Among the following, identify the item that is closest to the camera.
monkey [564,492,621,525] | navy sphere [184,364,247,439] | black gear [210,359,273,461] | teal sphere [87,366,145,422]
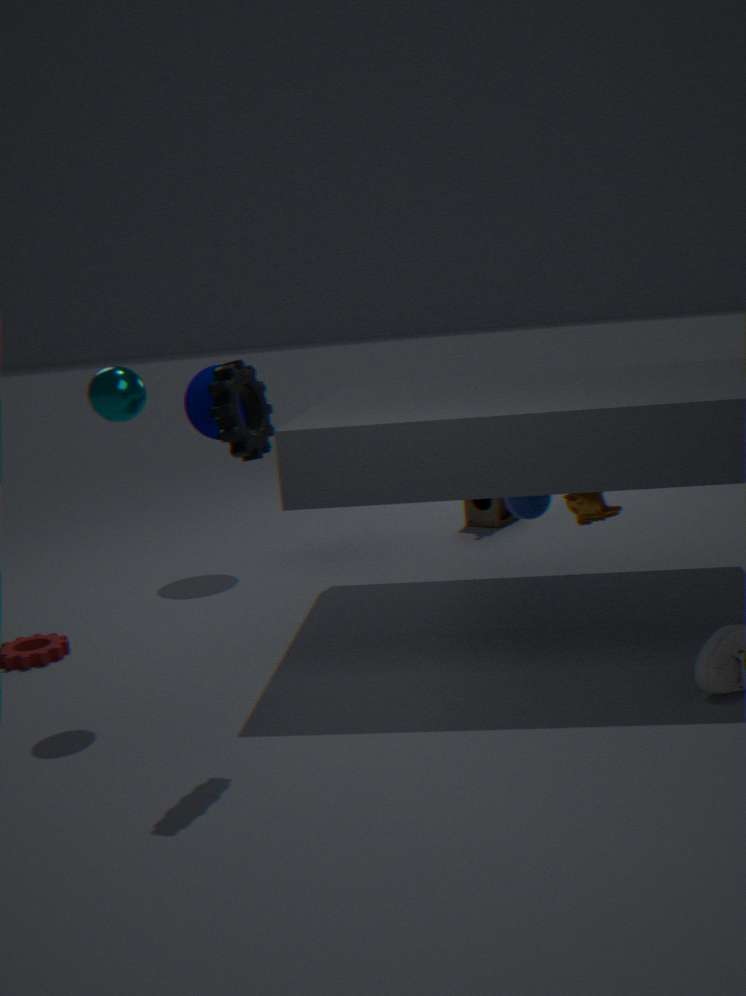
black gear [210,359,273,461]
